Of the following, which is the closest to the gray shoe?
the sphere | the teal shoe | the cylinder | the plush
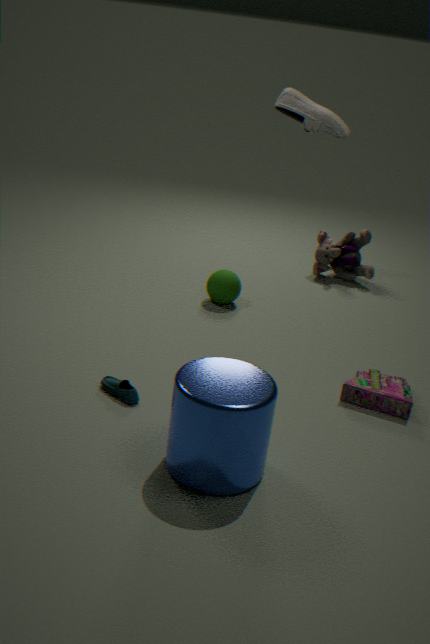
the sphere
